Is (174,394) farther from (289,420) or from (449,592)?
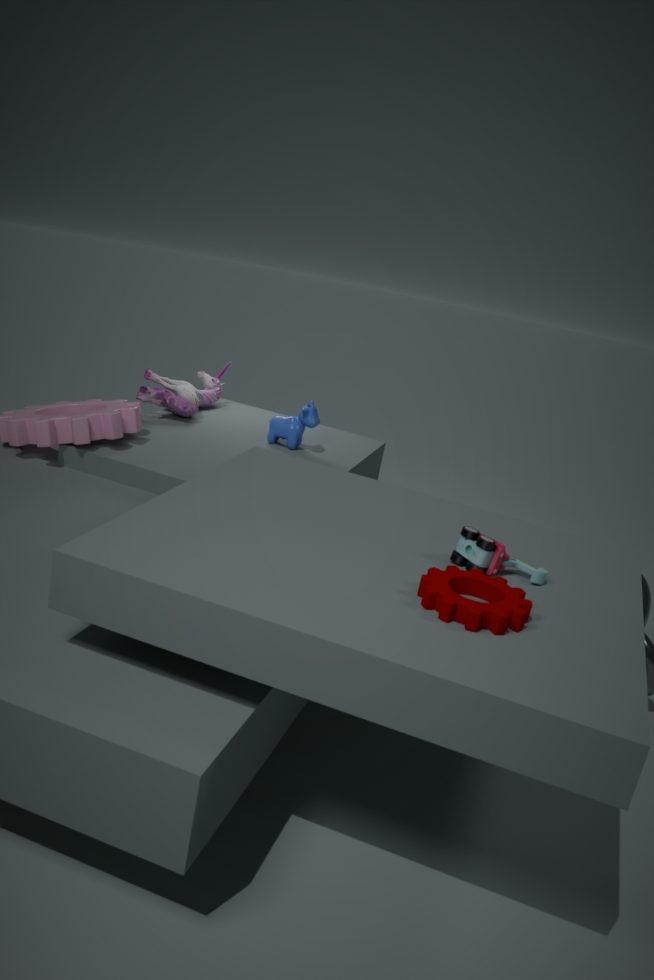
(449,592)
